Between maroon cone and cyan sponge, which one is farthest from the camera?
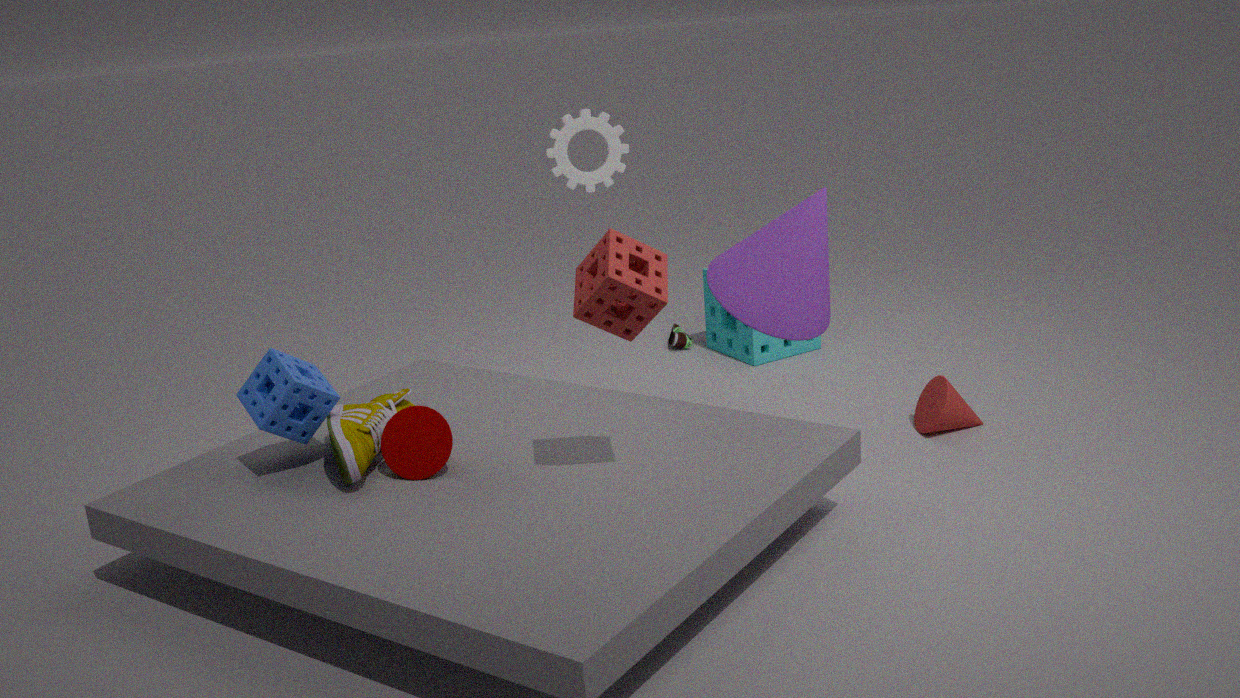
cyan sponge
